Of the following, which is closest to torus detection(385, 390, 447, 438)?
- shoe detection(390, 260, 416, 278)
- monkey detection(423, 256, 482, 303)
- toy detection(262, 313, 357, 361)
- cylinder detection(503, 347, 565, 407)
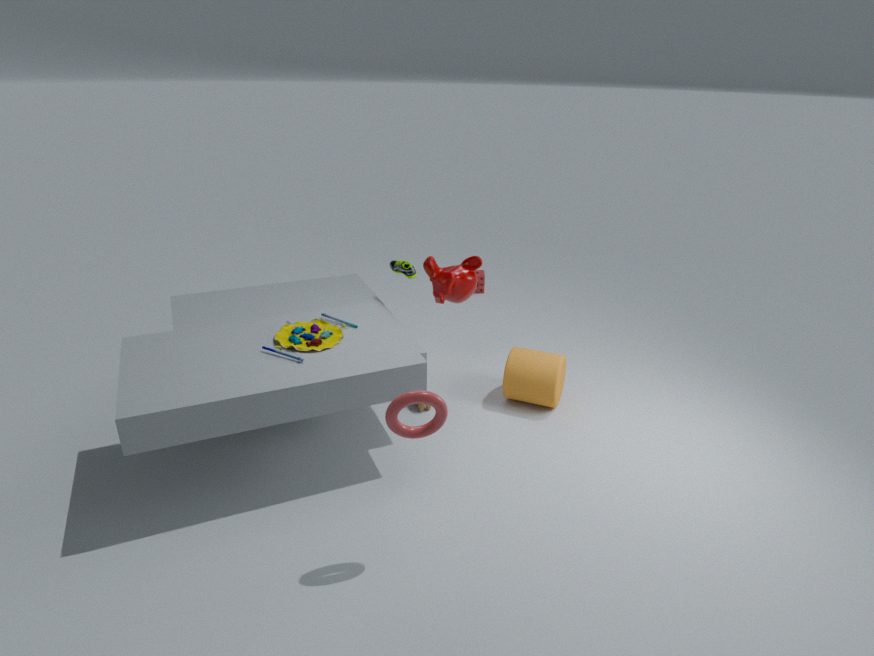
toy detection(262, 313, 357, 361)
